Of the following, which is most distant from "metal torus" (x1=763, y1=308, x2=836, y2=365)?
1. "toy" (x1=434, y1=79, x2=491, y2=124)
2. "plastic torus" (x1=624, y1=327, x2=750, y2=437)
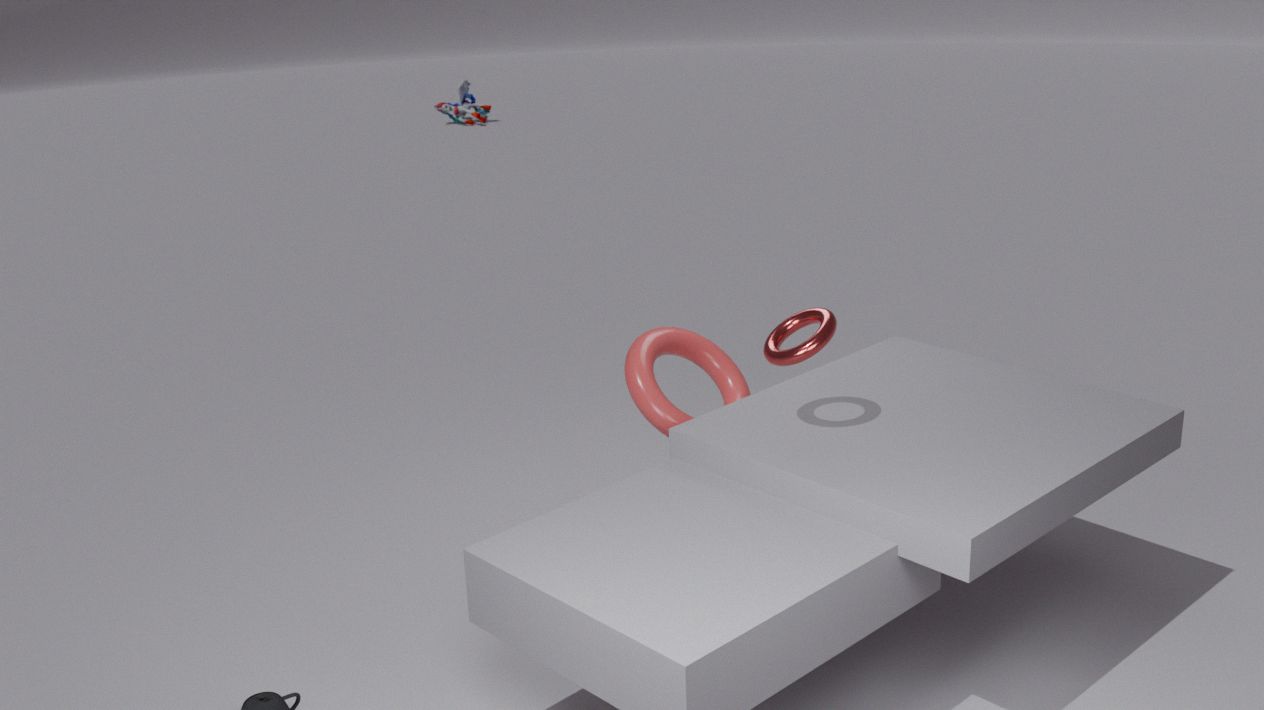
"toy" (x1=434, y1=79, x2=491, y2=124)
